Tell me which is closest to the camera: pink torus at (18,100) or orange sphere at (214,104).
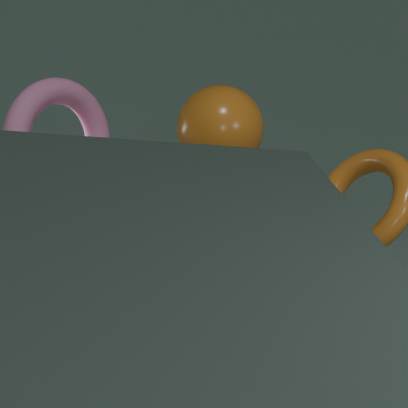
pink torus at (18,100)
